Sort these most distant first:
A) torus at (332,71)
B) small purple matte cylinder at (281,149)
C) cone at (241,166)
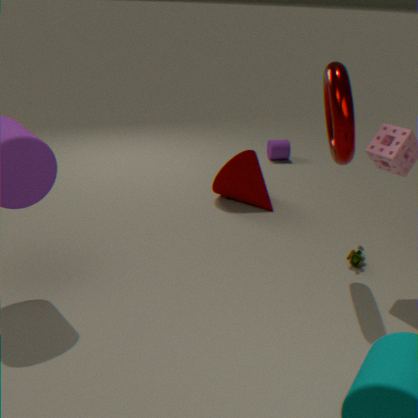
small purple matte cylinder at (281,149) < cone at (241,166) < torus at (332,71)
